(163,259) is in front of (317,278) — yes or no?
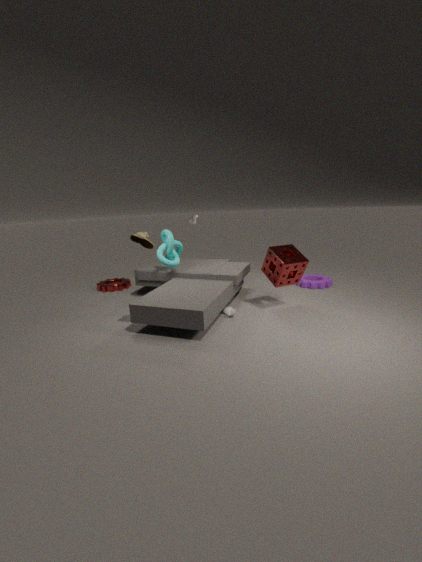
Yes
